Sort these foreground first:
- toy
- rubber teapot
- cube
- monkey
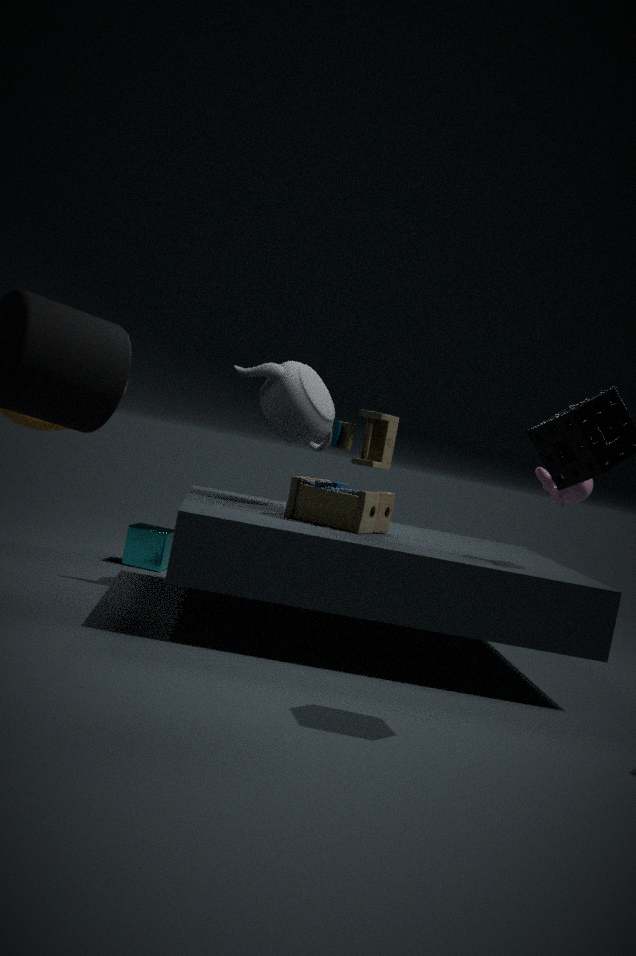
monkey, toy, rubber teapot, cube
